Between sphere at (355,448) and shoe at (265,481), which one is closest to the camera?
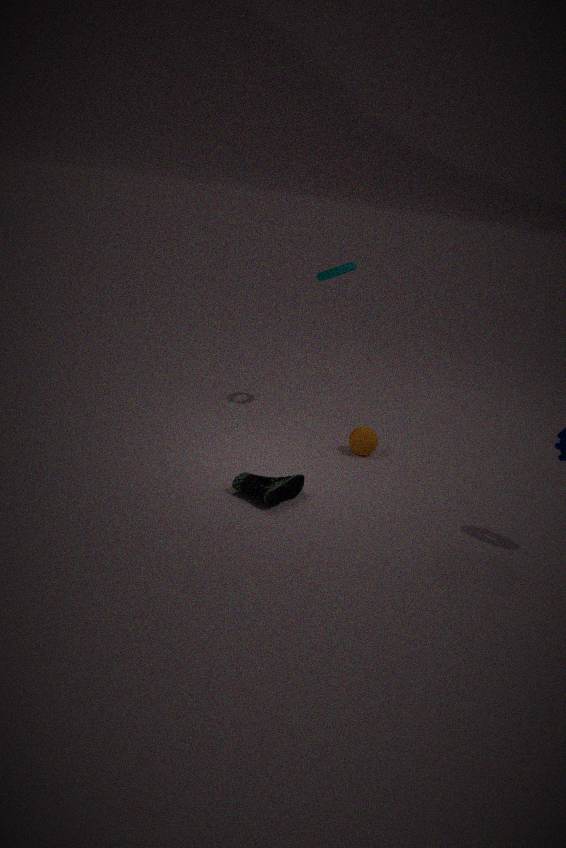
shoe at (265,481)
